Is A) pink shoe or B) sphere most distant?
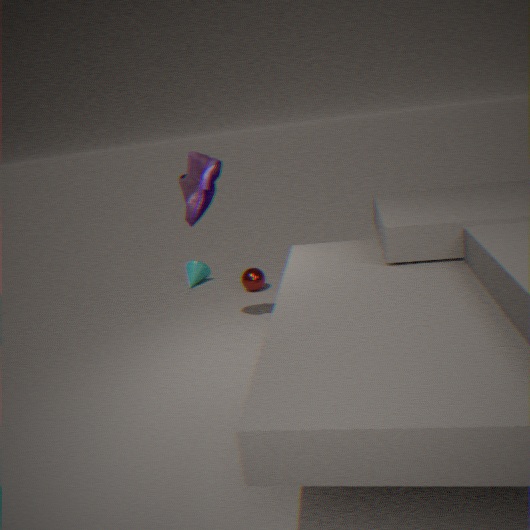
B. sphere
